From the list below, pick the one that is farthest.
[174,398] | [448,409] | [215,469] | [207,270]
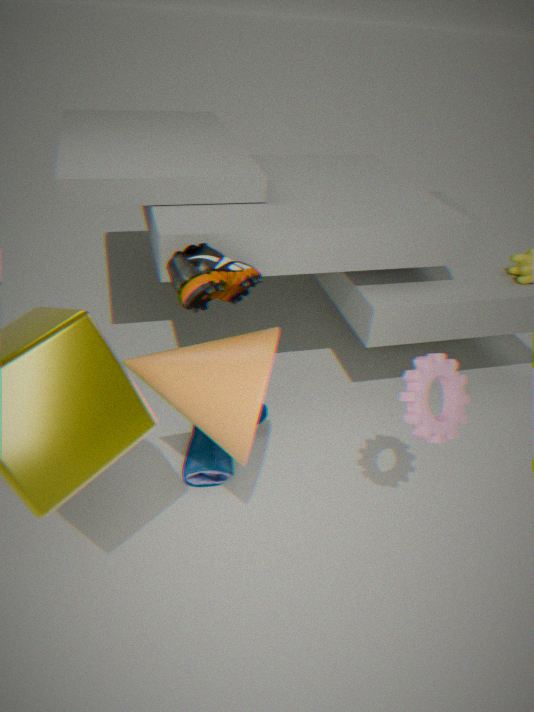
[215,469]
